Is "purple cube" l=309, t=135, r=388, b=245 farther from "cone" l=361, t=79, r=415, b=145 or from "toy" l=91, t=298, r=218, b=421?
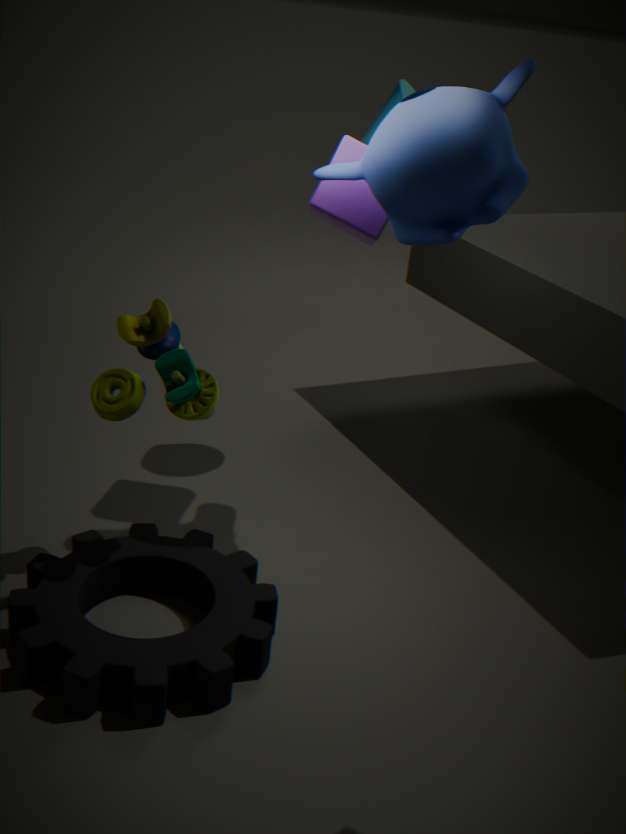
"toy" l=91, t=298, r=218, b=421
